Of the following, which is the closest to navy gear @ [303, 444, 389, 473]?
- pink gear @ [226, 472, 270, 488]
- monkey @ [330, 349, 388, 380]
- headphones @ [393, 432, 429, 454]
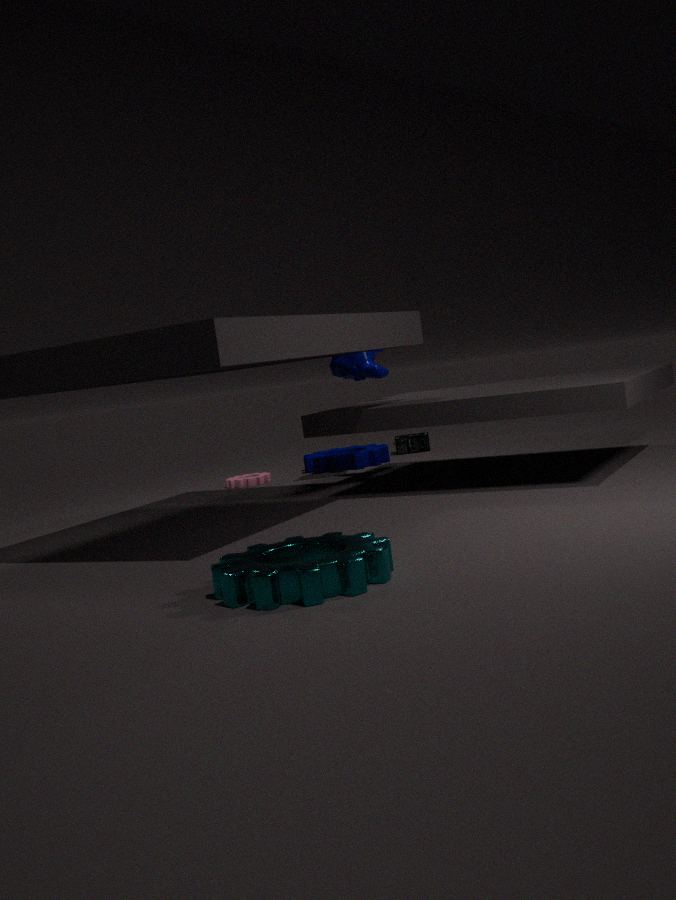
headphones @ [393, 432, 429, 454]
